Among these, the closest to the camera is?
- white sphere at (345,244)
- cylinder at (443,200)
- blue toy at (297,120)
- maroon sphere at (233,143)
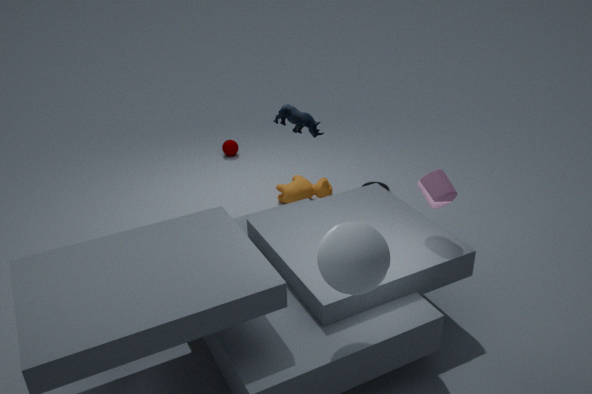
white sphere at (345,244)
